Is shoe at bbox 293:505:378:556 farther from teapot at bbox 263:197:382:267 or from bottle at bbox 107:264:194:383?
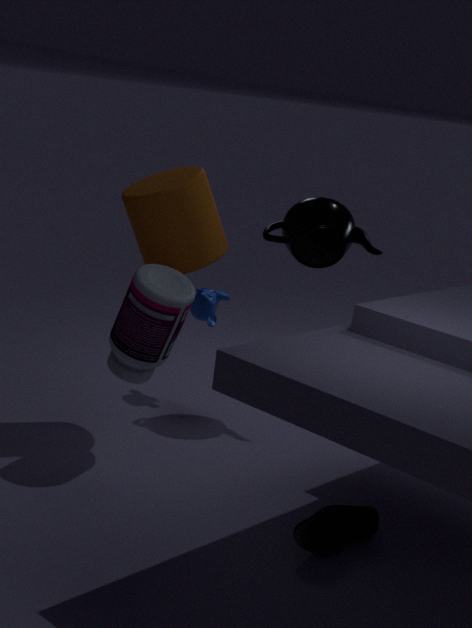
teapot at bbox 263:197:382:267
